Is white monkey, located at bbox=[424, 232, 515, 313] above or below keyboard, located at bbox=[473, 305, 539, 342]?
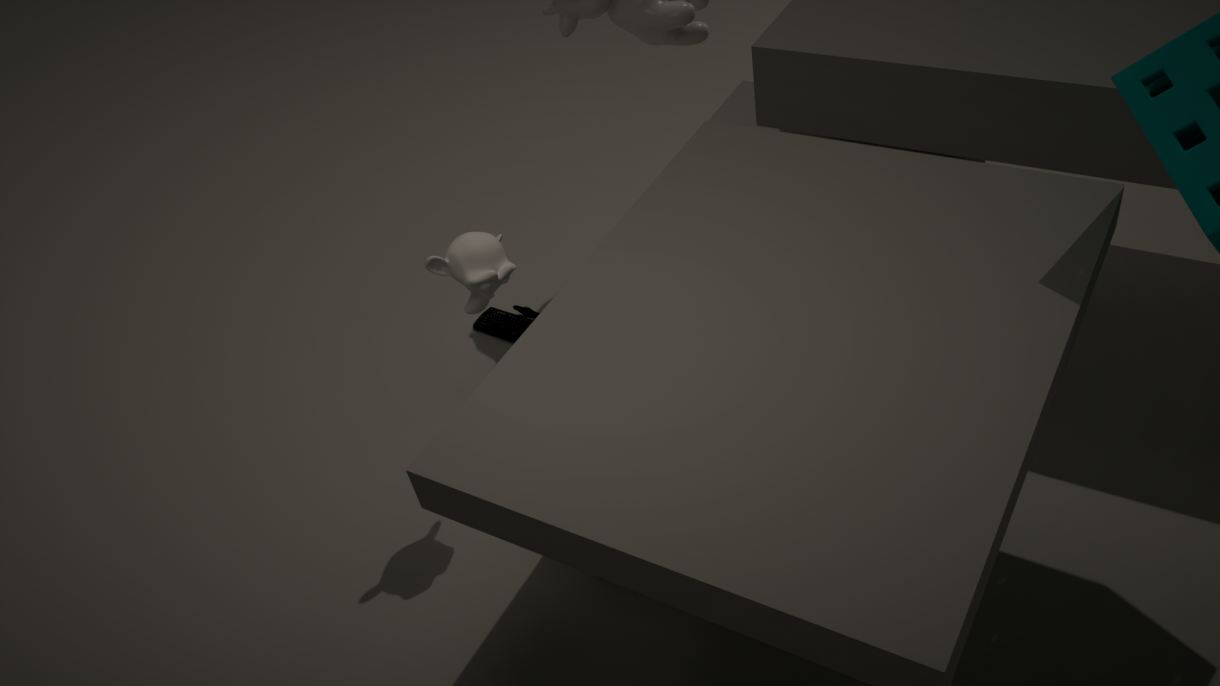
above
